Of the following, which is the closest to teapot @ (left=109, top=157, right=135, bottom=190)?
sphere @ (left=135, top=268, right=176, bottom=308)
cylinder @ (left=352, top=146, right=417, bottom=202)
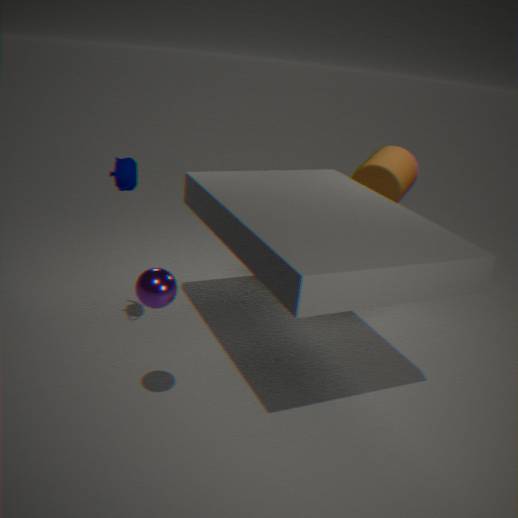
sphere @ (left=135, top=268, right=176, bottom=308)
